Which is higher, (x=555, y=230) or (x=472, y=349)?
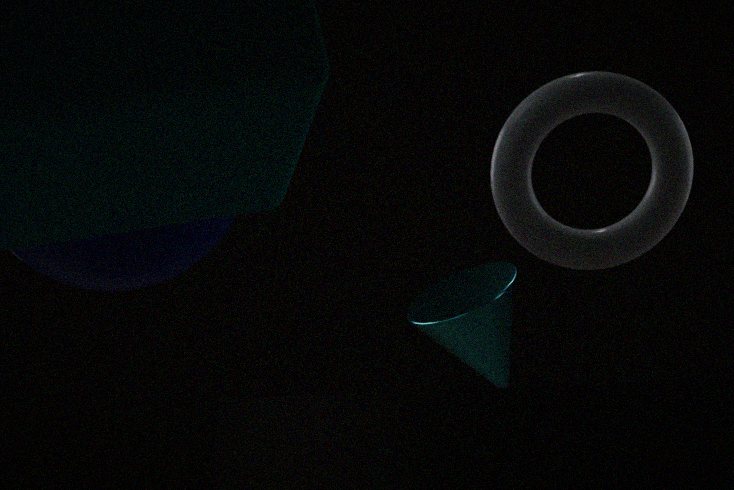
(x=555, y=230)
